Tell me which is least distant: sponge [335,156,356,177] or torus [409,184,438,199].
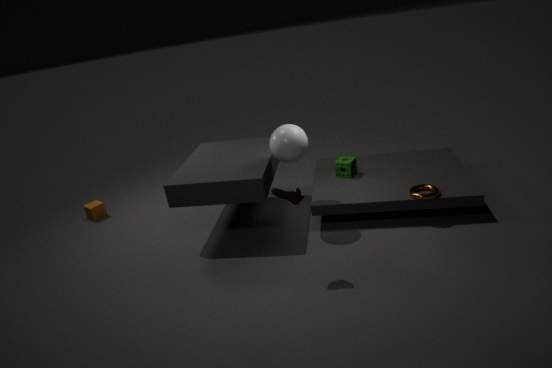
torus [409,184,438,199]
